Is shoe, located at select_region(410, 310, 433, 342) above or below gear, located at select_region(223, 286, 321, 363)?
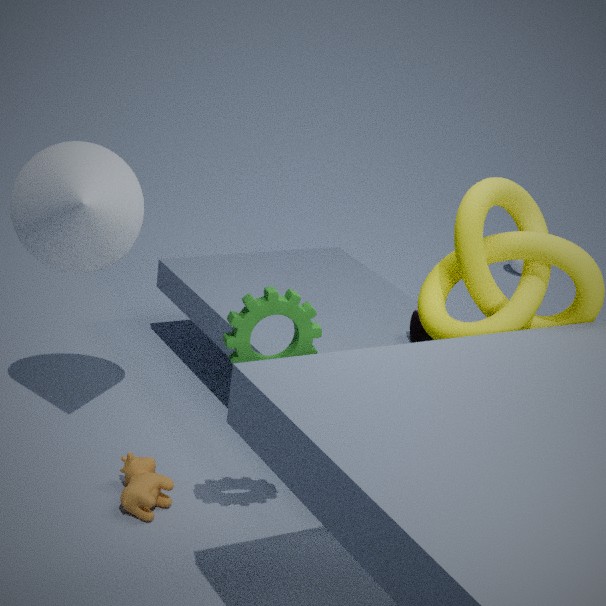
below
